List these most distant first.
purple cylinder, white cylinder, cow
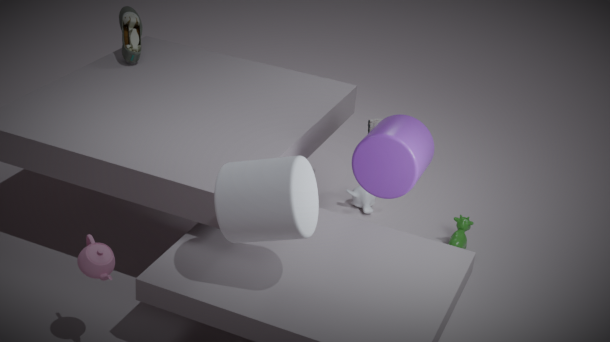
cow < purple cylinder < white cylinder
